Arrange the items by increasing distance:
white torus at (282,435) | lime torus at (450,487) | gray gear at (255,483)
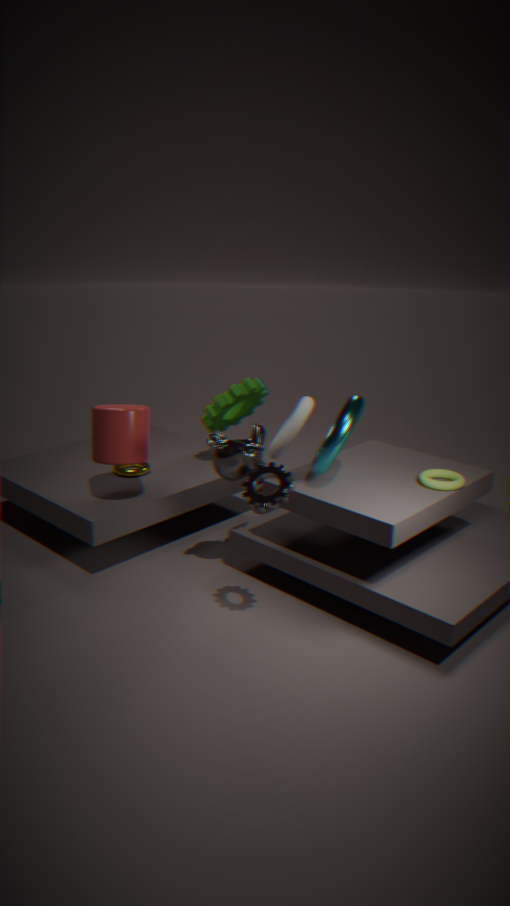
gray gear at (255,483) < lime torus at (450,487) < white torus at (282,435)
